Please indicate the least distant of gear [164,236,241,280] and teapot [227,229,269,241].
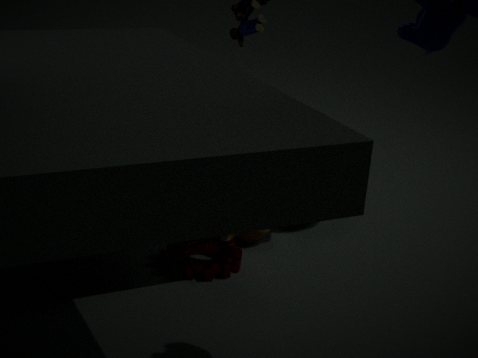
gear [164,236,241,280]
